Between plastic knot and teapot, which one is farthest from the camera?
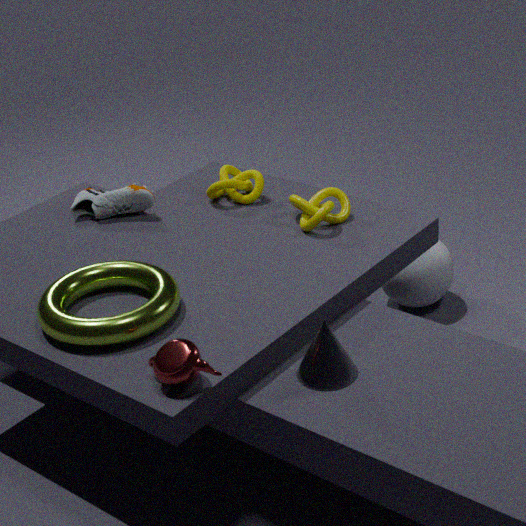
plastic knot
